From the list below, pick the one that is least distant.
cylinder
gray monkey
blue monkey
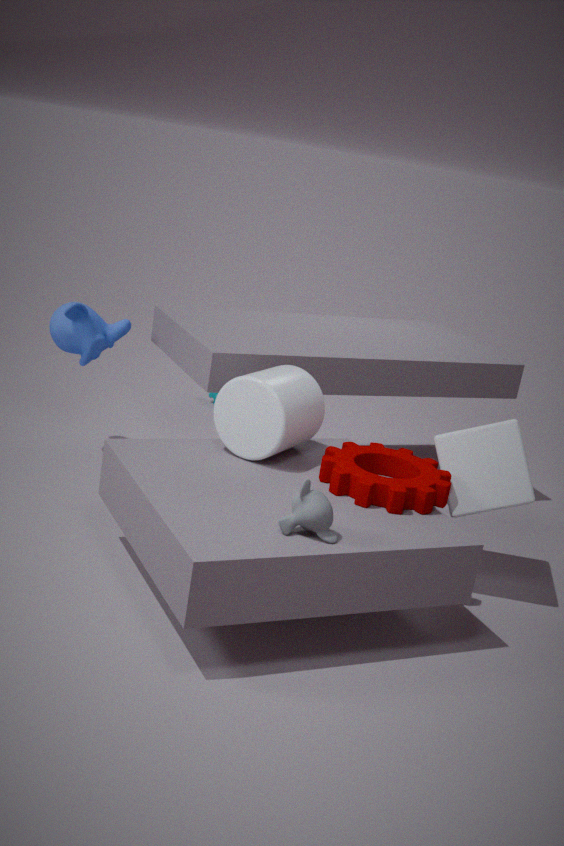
gray monkey
